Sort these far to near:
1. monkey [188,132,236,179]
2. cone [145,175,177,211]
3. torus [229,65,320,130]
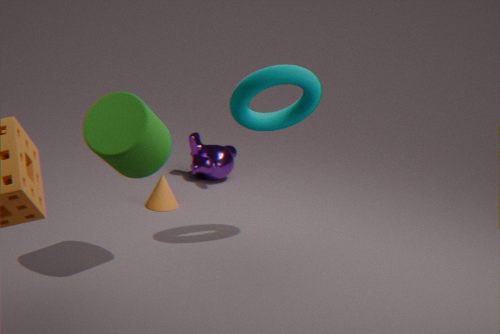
monkey [188,132,236,179] < cone [145,175,177,211] < torus [229,65,320,130]
